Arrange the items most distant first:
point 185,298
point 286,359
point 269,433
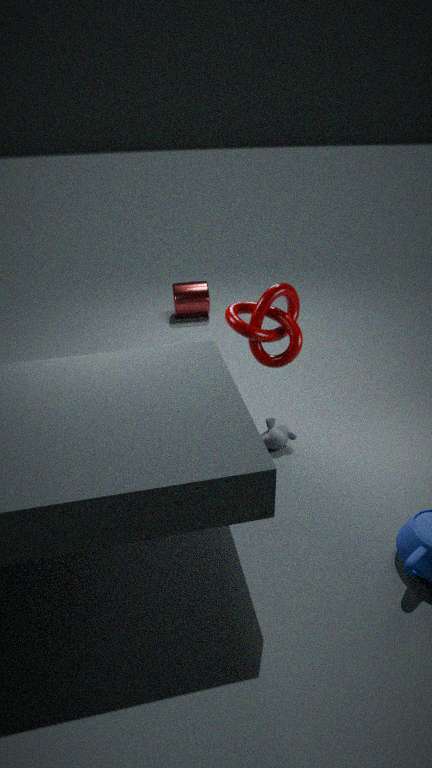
1. point 185,298
2. point 286,359
3. point 269,433
